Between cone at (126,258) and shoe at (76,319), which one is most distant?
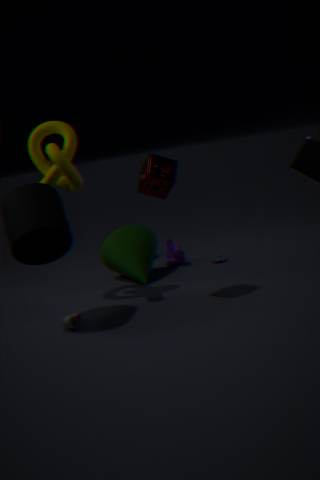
cone at (126,258)
